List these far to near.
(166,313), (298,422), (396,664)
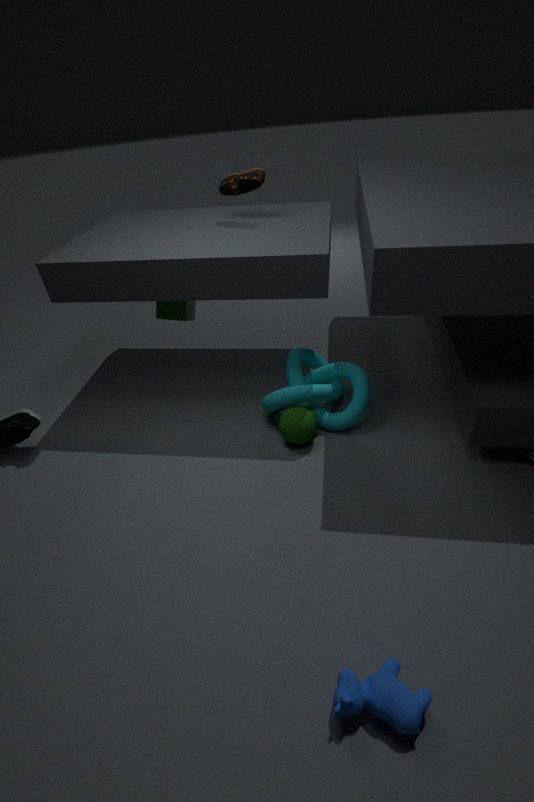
(166,313) < (298,422) < (396,664)
